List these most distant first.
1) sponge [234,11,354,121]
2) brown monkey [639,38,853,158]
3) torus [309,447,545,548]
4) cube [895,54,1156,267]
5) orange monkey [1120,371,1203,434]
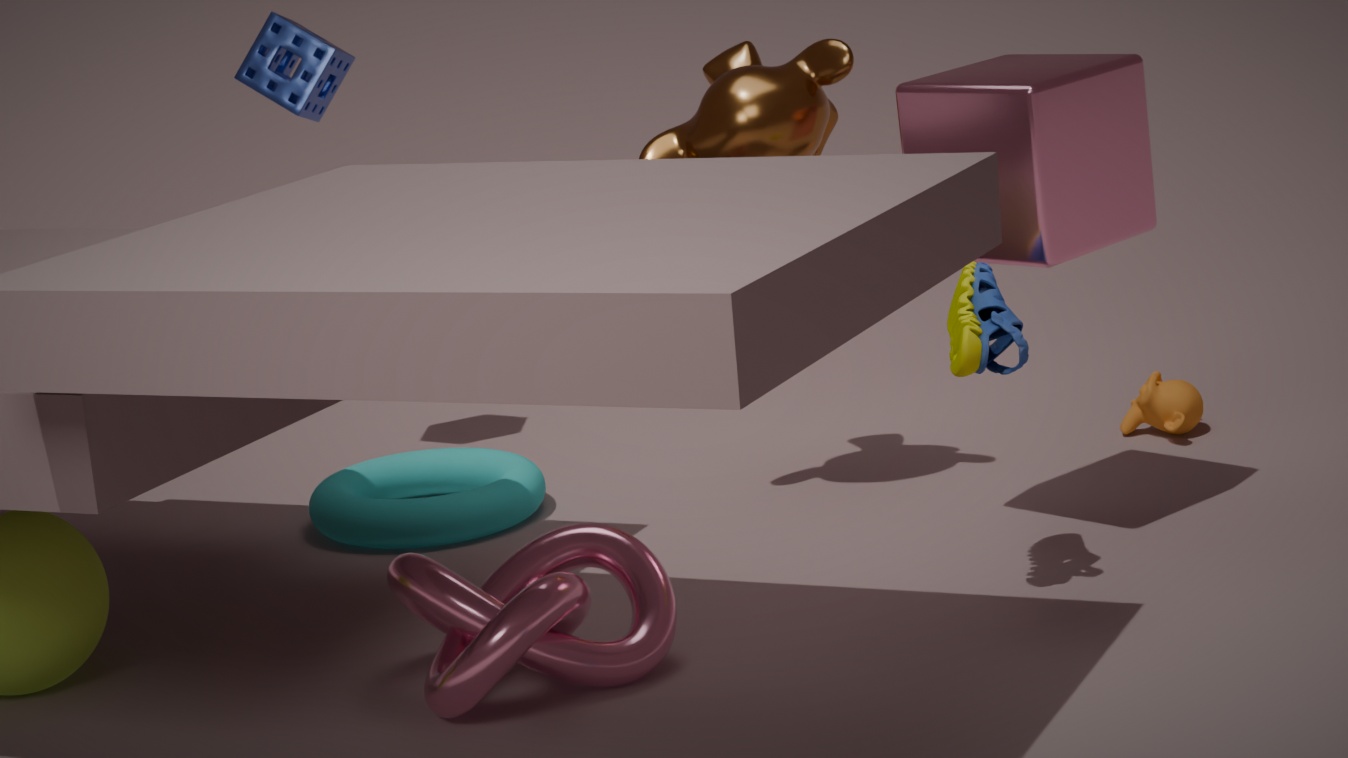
1. sponge [234,11,354,121] < 5. orange monkey [1120,371,1203,434] < 3. torus [309,447,545,548] < 2. brown monkey [639,38,853,158] < 4. cube [895,54,1156,267]
